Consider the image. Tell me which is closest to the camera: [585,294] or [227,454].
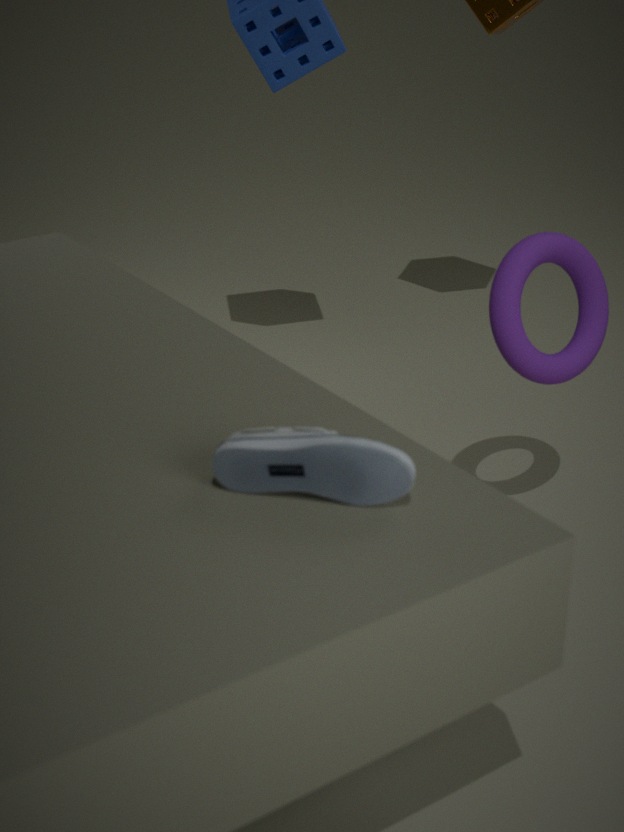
[227,454]
